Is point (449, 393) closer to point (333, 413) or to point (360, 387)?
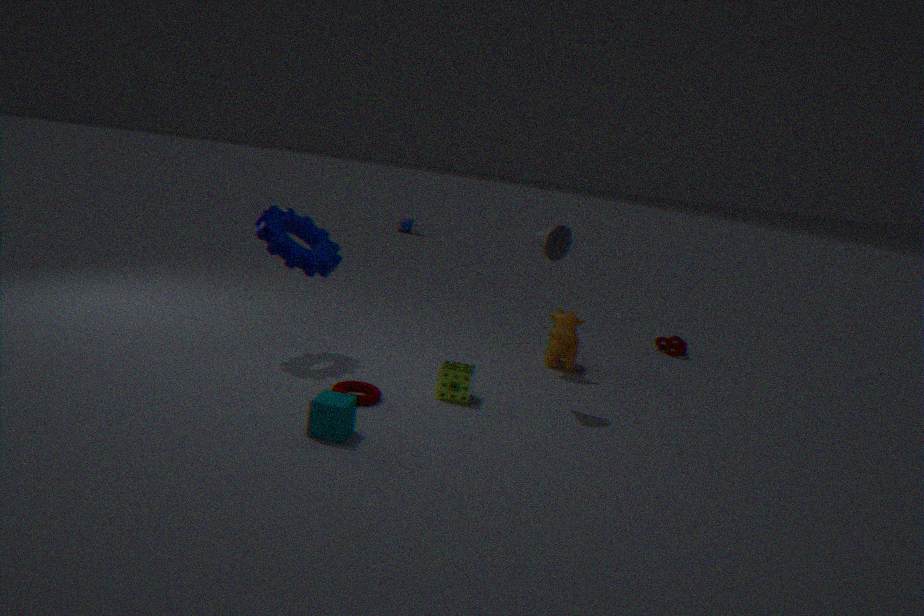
point (360, 387)
